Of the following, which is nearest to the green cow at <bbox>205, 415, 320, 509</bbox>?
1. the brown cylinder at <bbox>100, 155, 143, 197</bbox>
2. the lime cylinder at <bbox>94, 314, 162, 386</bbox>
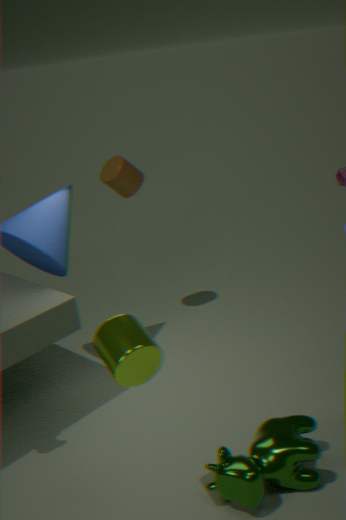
the lime cylinder at <bbox>94, 314, 162, 386</bbox>
